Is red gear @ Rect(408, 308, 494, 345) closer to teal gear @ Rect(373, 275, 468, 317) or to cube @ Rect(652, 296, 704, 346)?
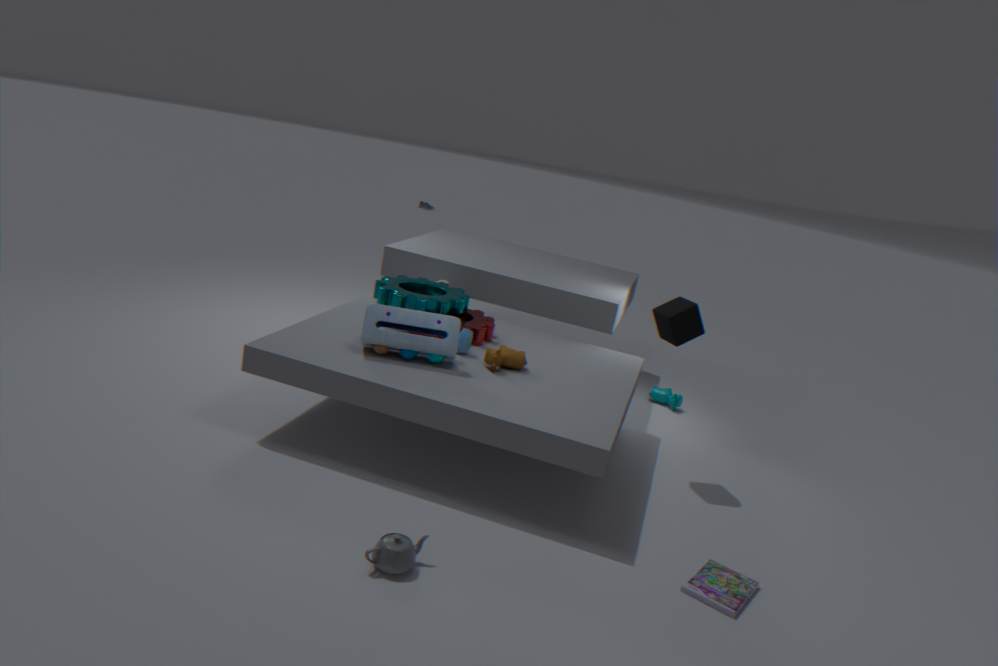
teal gear @ Rect(373, 275, 468, 317)
